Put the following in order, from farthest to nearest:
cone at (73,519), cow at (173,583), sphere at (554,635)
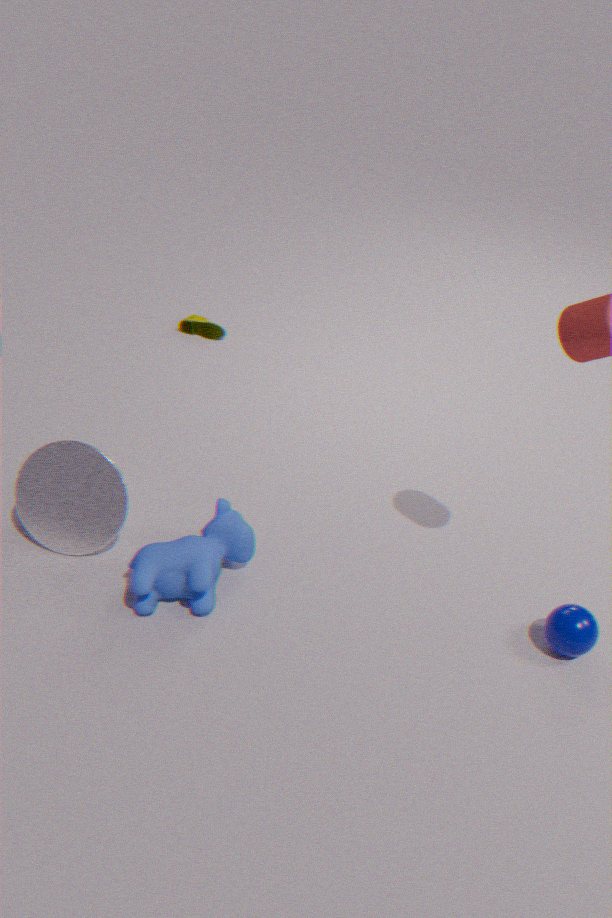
cone at (73,519) < cow at (173,583) < sphere at (554,635)
